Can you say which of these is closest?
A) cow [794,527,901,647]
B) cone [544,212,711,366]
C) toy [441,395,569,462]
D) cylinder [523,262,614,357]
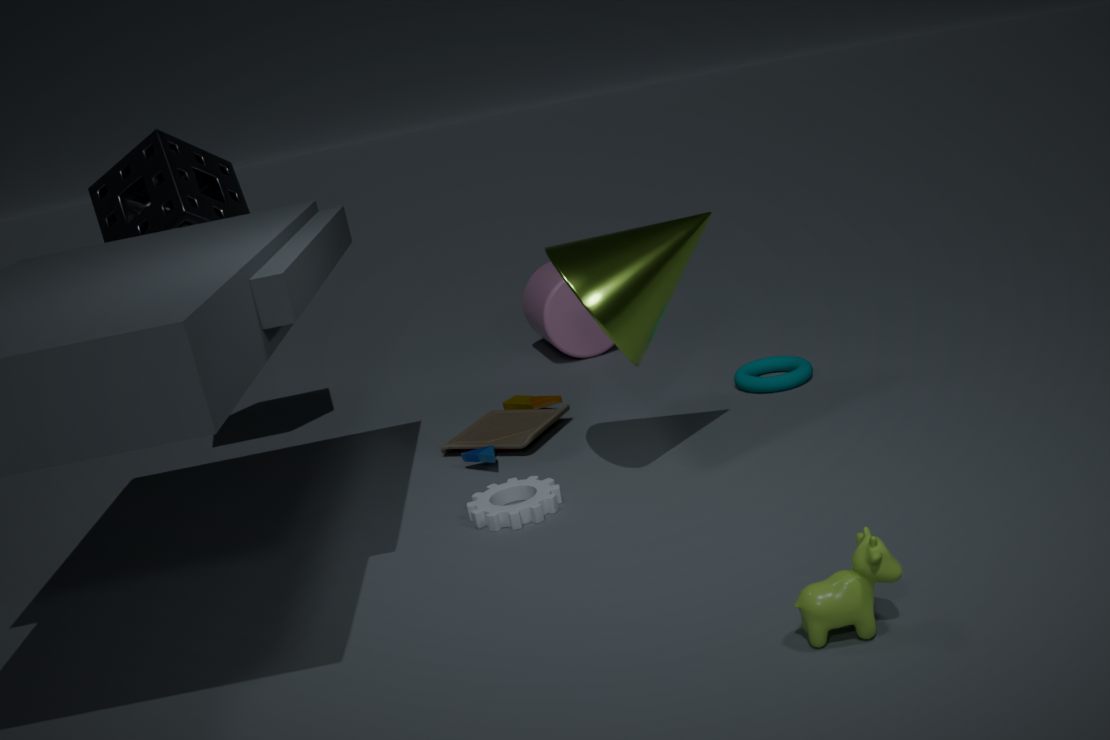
A. cow [794,527,901,647]
